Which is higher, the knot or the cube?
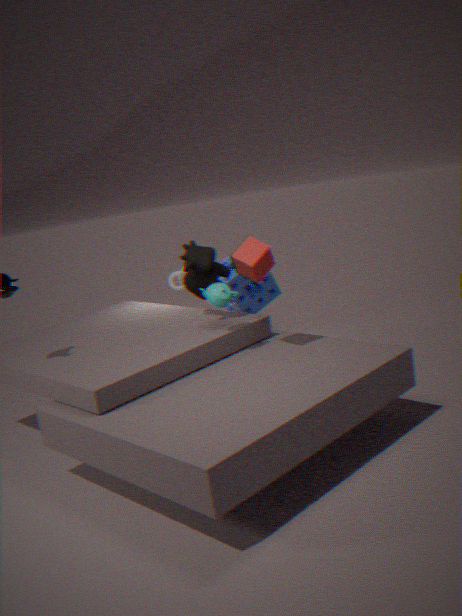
the cube
